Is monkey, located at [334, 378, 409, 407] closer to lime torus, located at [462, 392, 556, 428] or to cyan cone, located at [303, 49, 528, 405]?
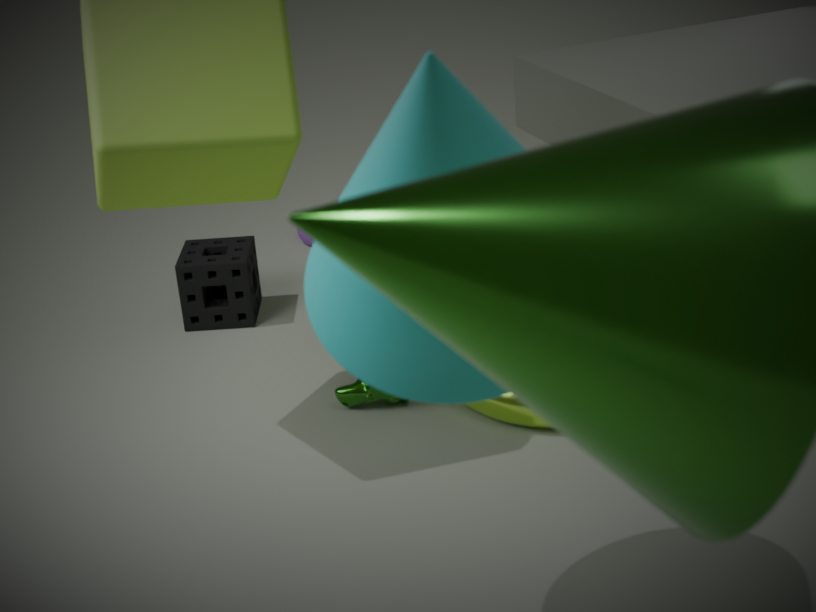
lime torus, located at [462, 392, 556, 428]
